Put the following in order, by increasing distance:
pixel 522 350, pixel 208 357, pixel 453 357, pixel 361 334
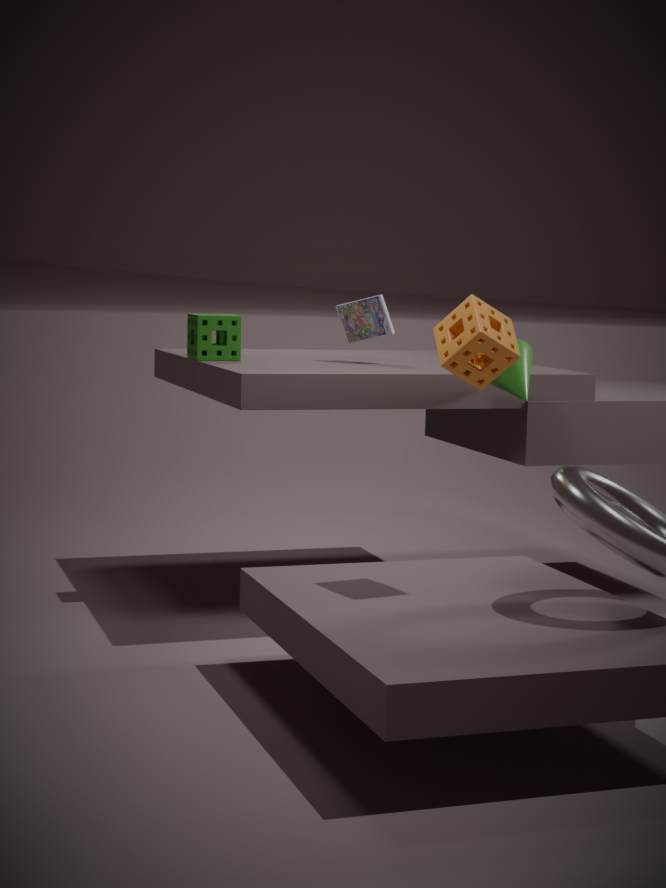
1. pixel 453 357
2. pixel 522 350
3. pixel 208 357
4. pixel 361 334
